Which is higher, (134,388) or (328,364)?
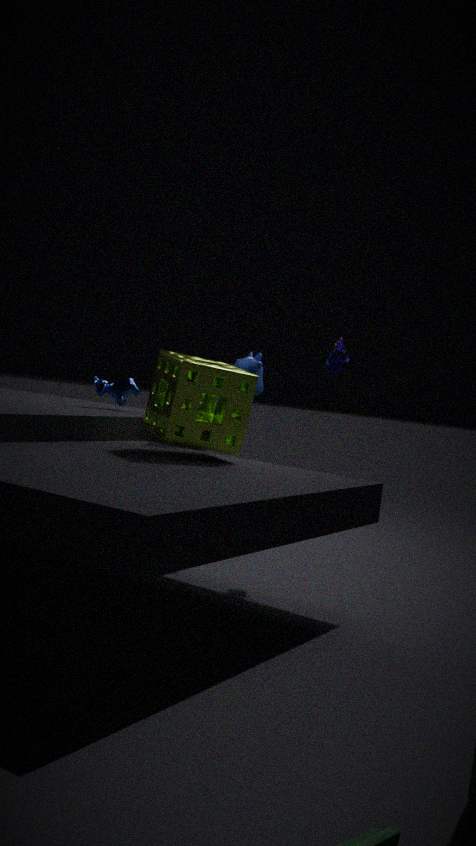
(328,364)
